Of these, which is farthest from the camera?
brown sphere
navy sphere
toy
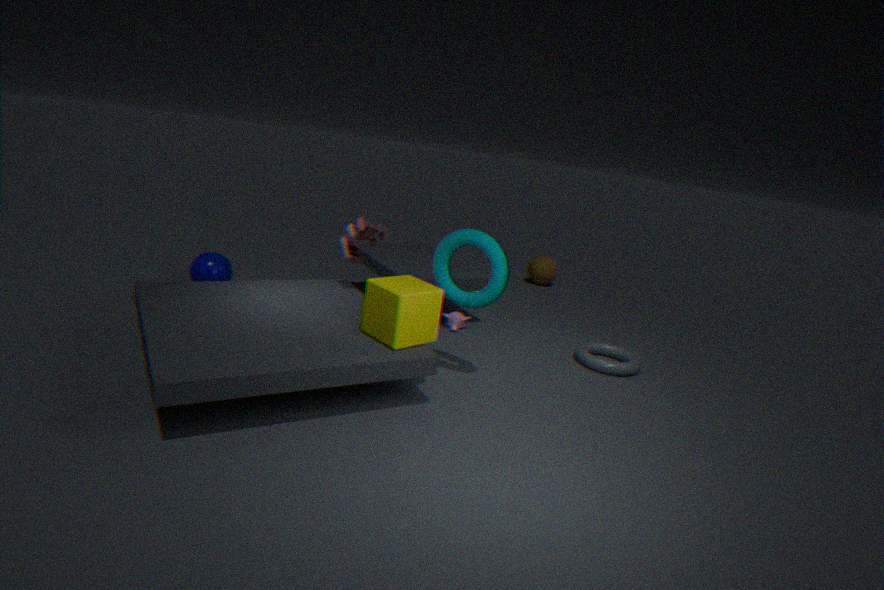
brown sphere
